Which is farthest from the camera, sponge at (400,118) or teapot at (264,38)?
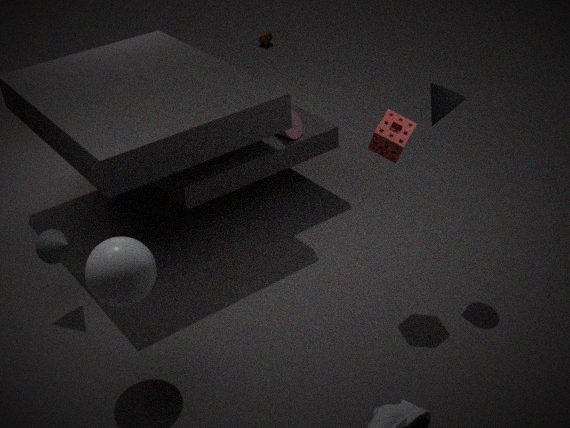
teapot at (264,38)
